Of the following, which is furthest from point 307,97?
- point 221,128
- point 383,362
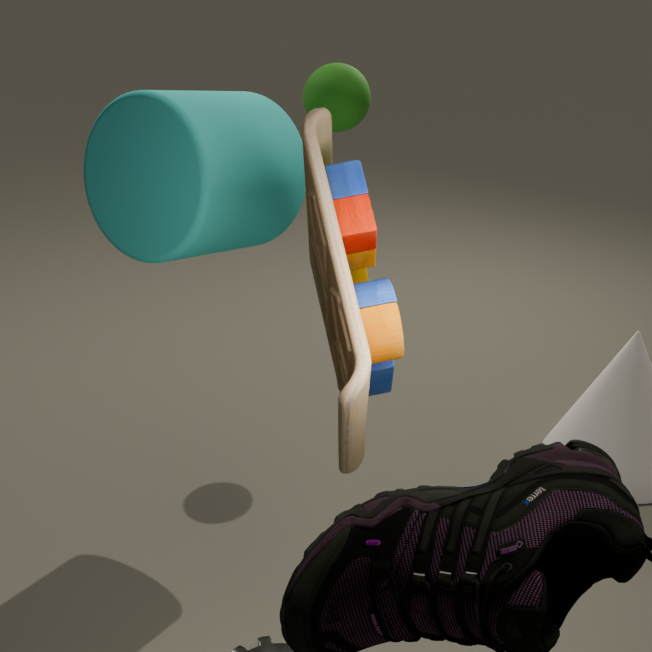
point 383,362
